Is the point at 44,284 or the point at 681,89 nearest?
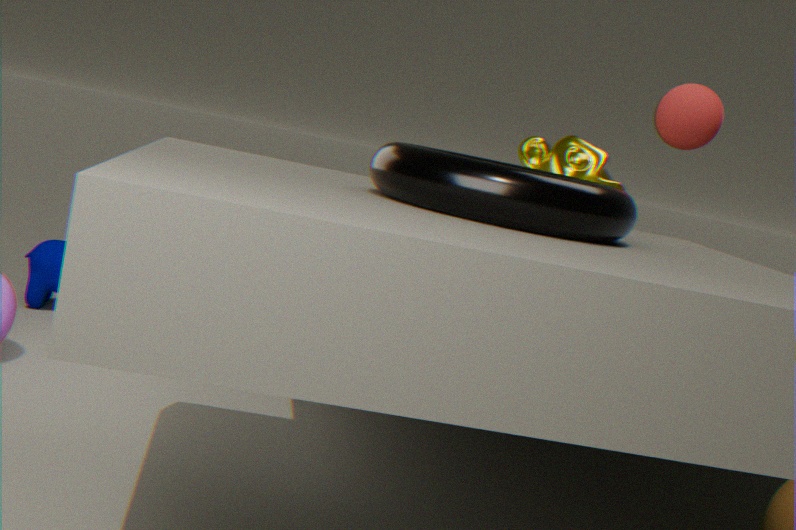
the point at 681,89
